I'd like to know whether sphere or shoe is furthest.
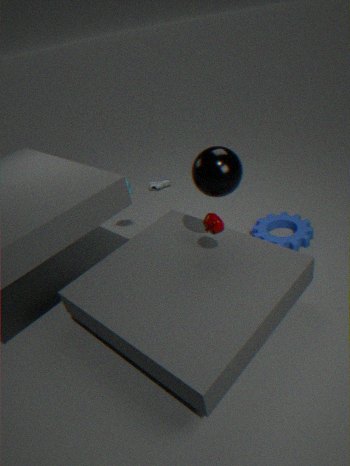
shoe
